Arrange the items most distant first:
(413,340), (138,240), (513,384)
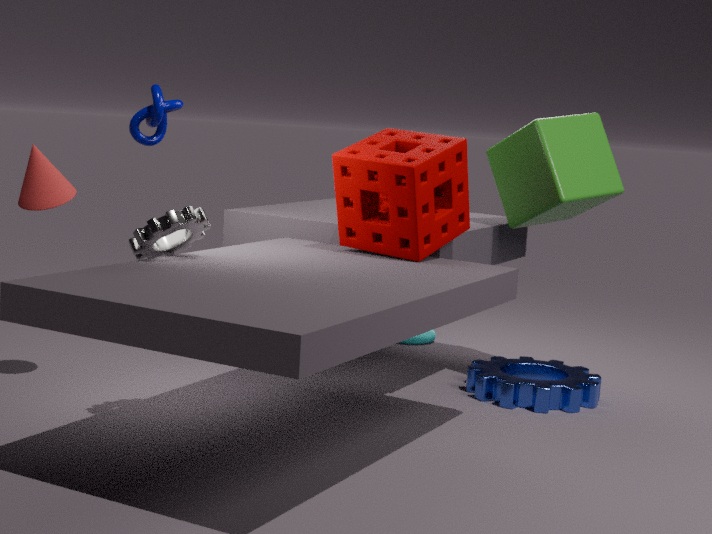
(413,340) → (513,384) → (138,240)
